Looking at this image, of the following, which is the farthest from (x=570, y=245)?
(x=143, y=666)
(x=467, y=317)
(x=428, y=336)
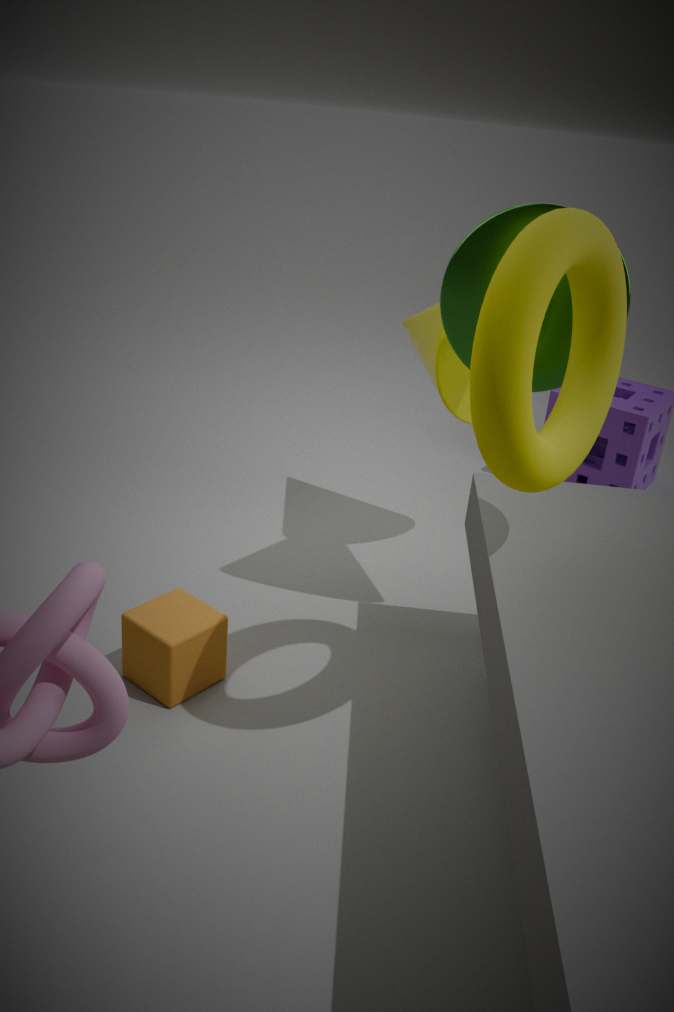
(x=143, y=666)
